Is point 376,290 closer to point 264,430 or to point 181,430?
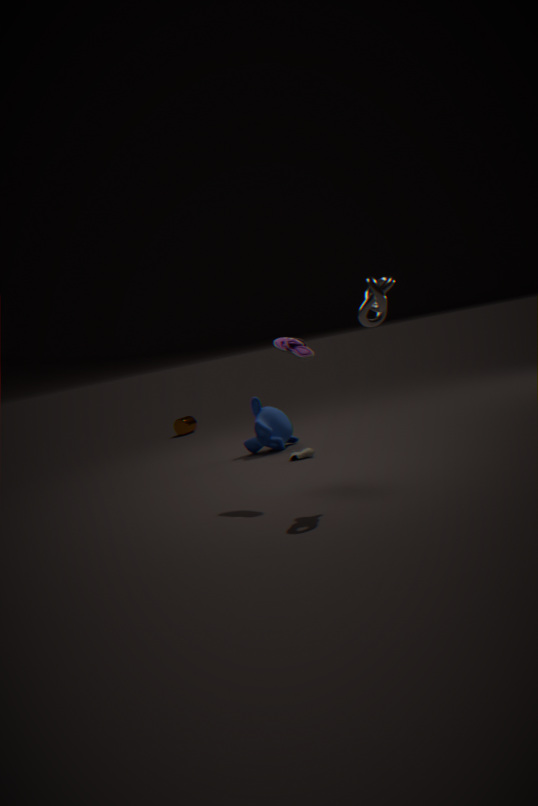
point 264,430
